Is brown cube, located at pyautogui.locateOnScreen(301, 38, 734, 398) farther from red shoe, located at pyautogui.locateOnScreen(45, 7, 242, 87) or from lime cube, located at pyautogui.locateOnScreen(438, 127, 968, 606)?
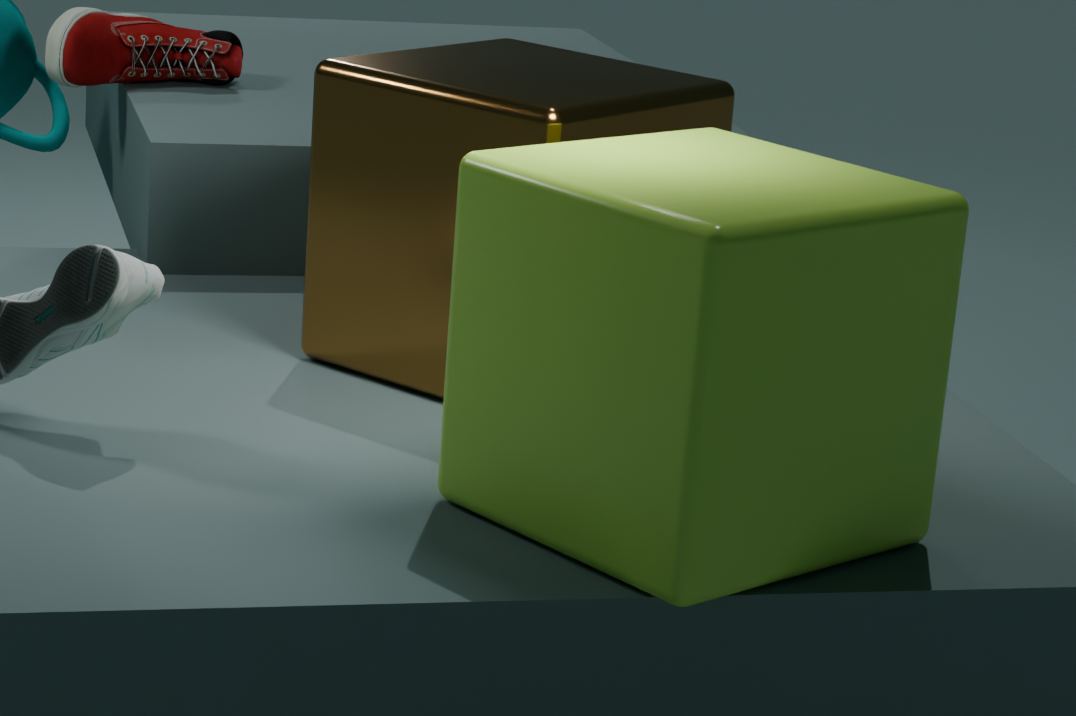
red shoe, located at pyautogui.locateOnScreen(45, 7, 242, 87)
